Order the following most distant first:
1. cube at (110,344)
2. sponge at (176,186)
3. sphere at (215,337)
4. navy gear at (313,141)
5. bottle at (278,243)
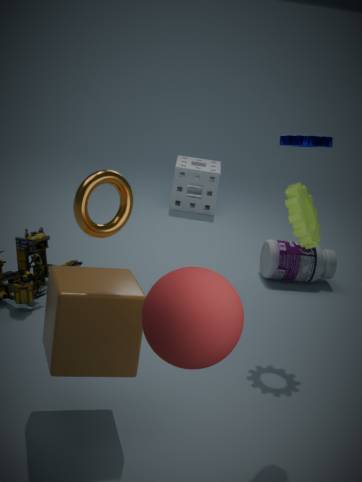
1. sponge at (176,186)
2. bottle at (278,243)
3. navy gear at (313,141)
4. cube at (110,344)
5. sphere at (215,337)
